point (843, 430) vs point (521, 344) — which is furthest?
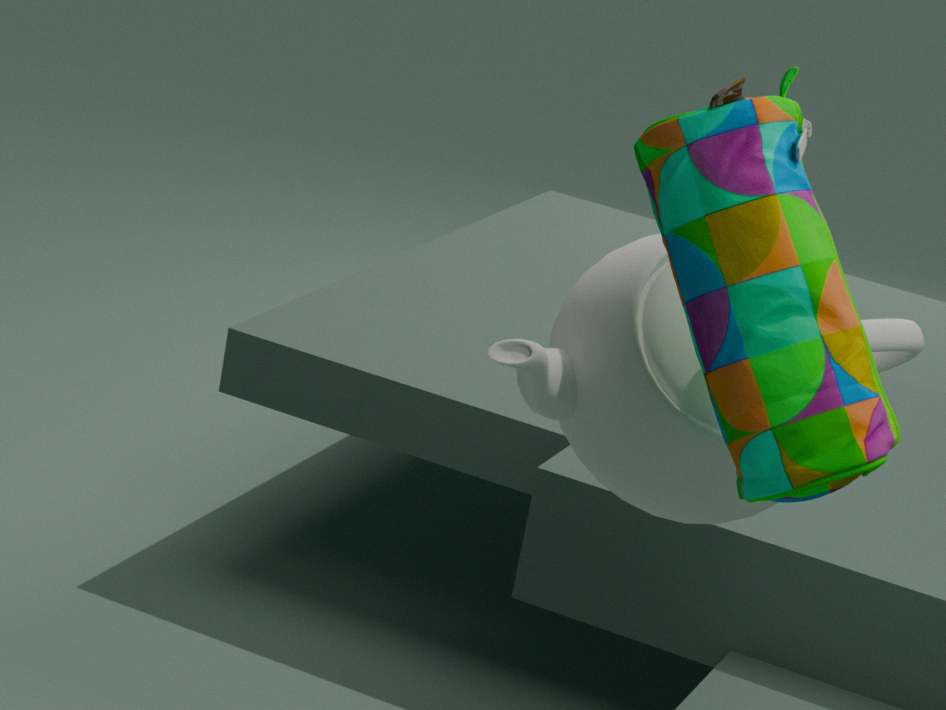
point (521, 344)
